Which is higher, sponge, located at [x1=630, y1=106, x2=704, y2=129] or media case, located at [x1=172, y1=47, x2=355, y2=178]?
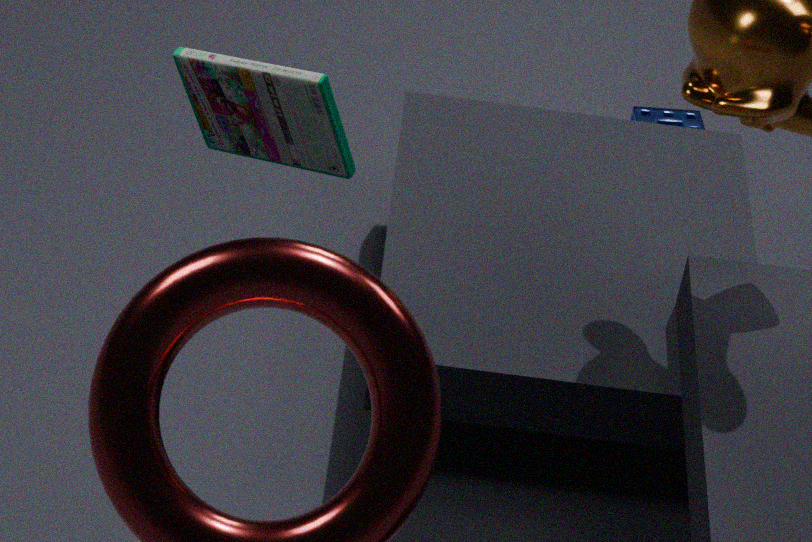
media case, located at [x1=172, y1=47, x2=355, y2=178]
